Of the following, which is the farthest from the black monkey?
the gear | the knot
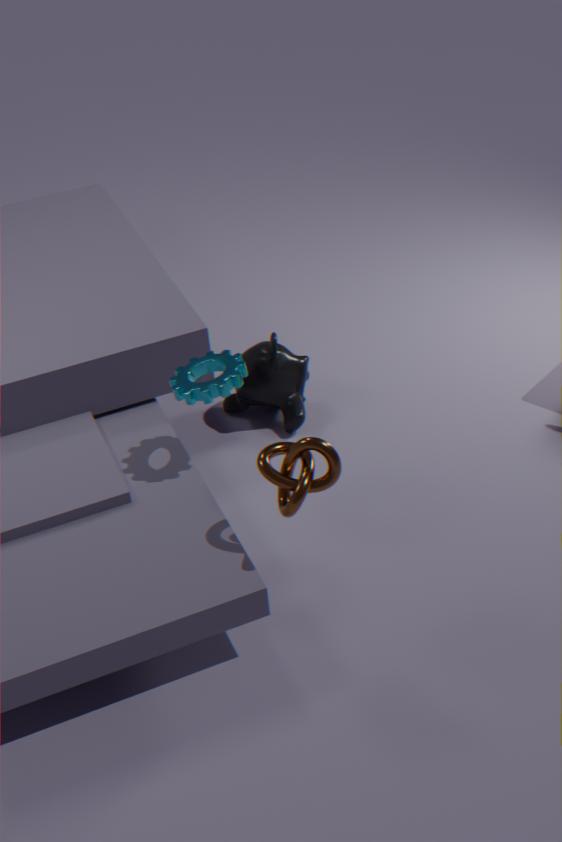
the knot
